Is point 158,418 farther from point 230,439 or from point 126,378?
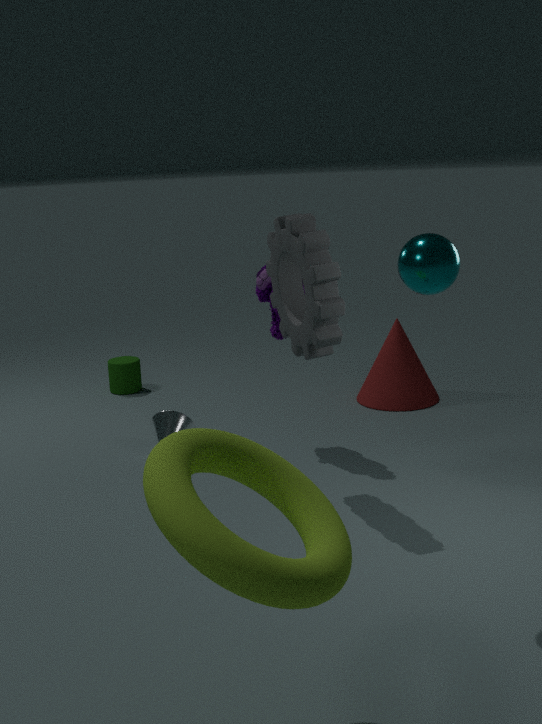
point 230,439
